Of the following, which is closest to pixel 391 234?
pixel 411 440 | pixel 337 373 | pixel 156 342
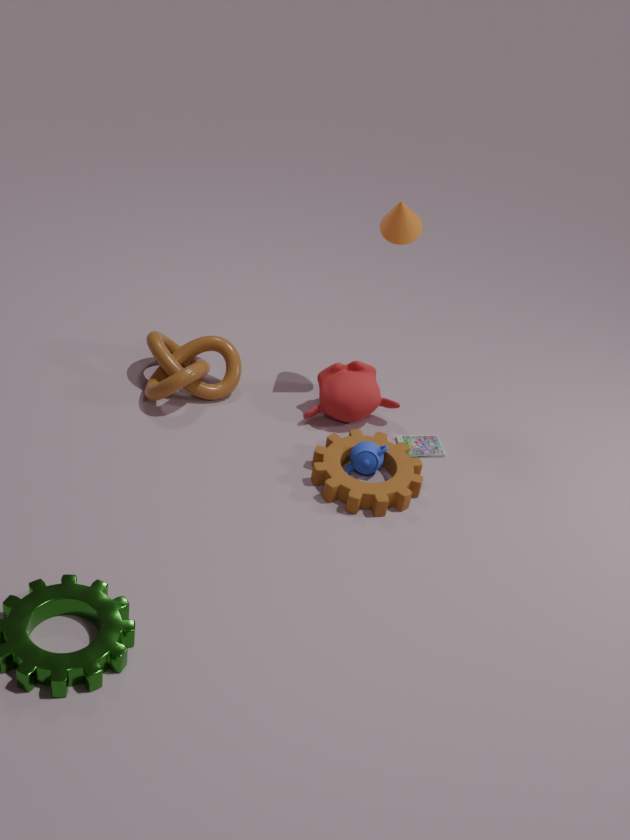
pixel 337 373
